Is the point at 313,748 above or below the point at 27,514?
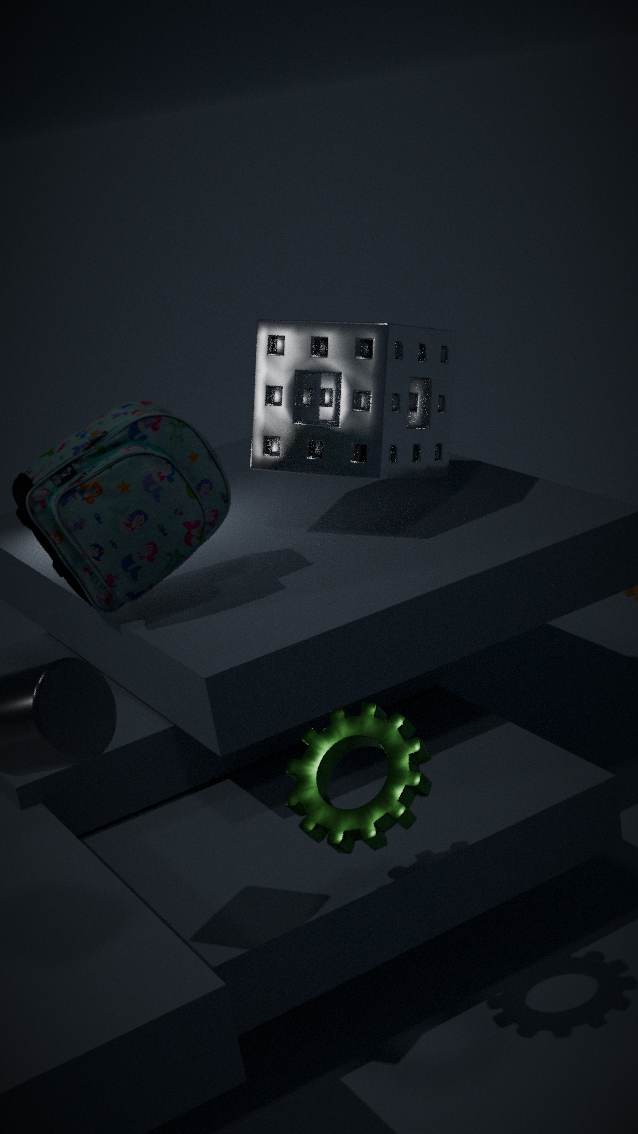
below
